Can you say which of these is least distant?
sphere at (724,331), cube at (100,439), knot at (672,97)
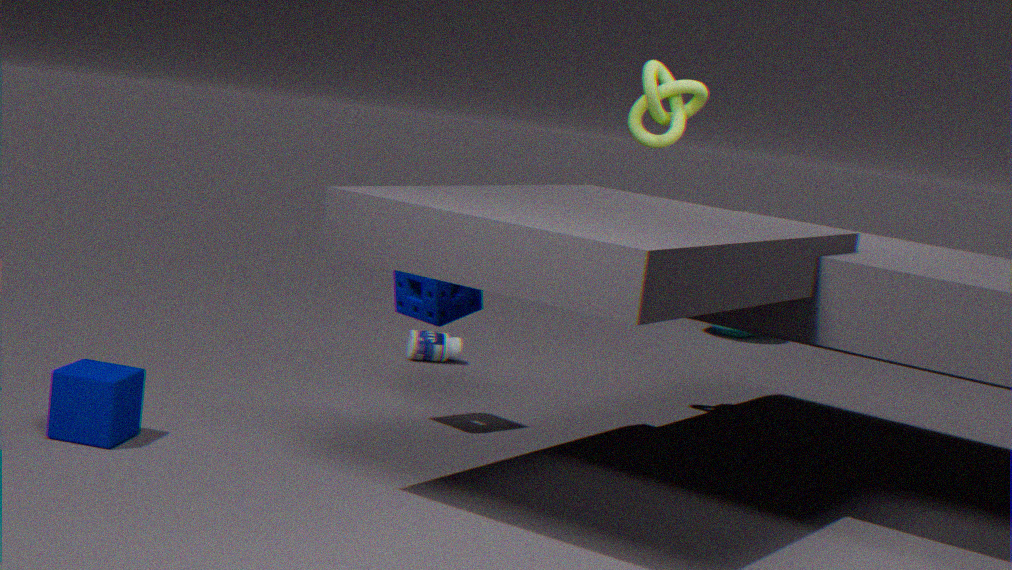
cube at (100,439)
